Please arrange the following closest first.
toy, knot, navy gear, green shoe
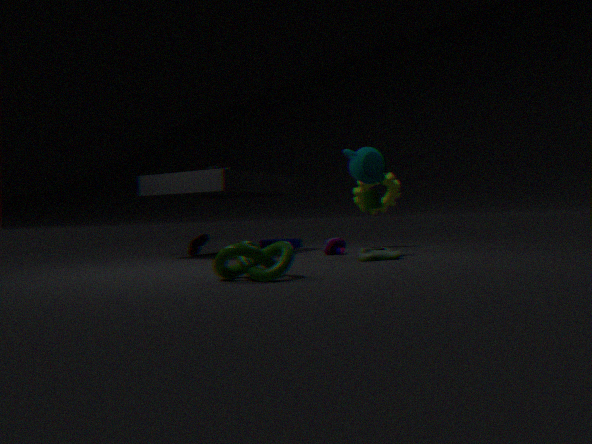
knot
green shoe
toy
navy gear
